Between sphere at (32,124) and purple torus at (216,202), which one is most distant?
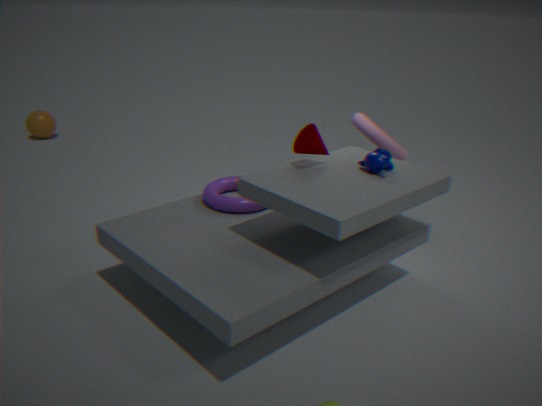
sphere at (32,124)
